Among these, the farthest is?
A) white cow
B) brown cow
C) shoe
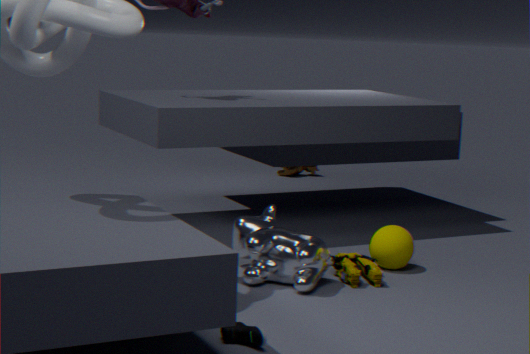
brown cow
